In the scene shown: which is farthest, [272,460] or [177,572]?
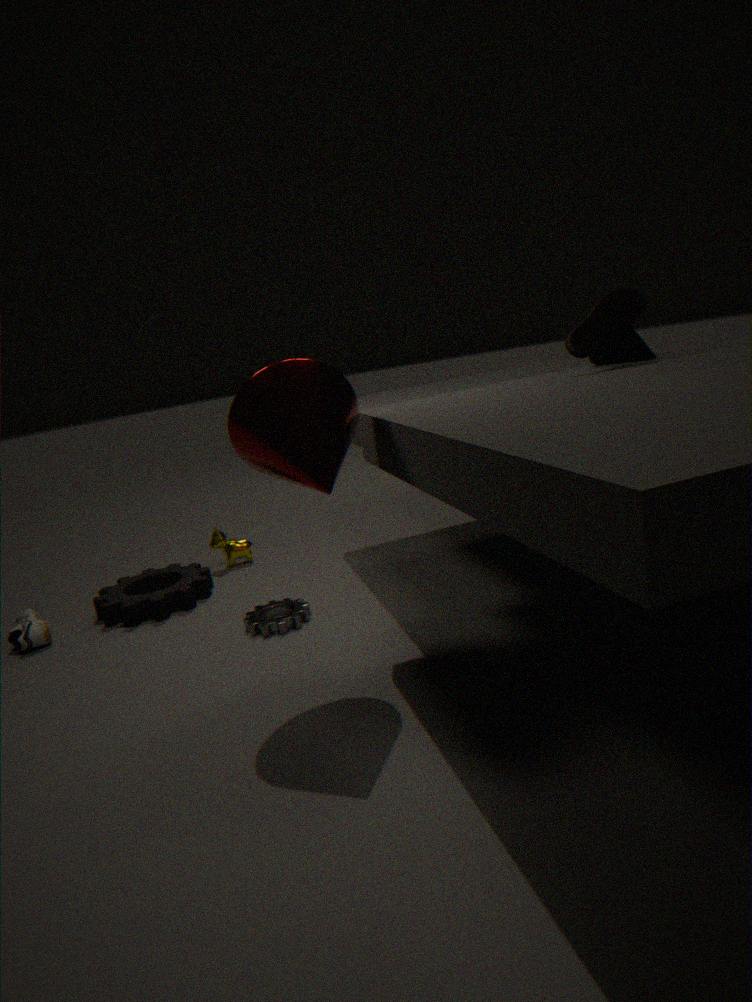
[177,572]
